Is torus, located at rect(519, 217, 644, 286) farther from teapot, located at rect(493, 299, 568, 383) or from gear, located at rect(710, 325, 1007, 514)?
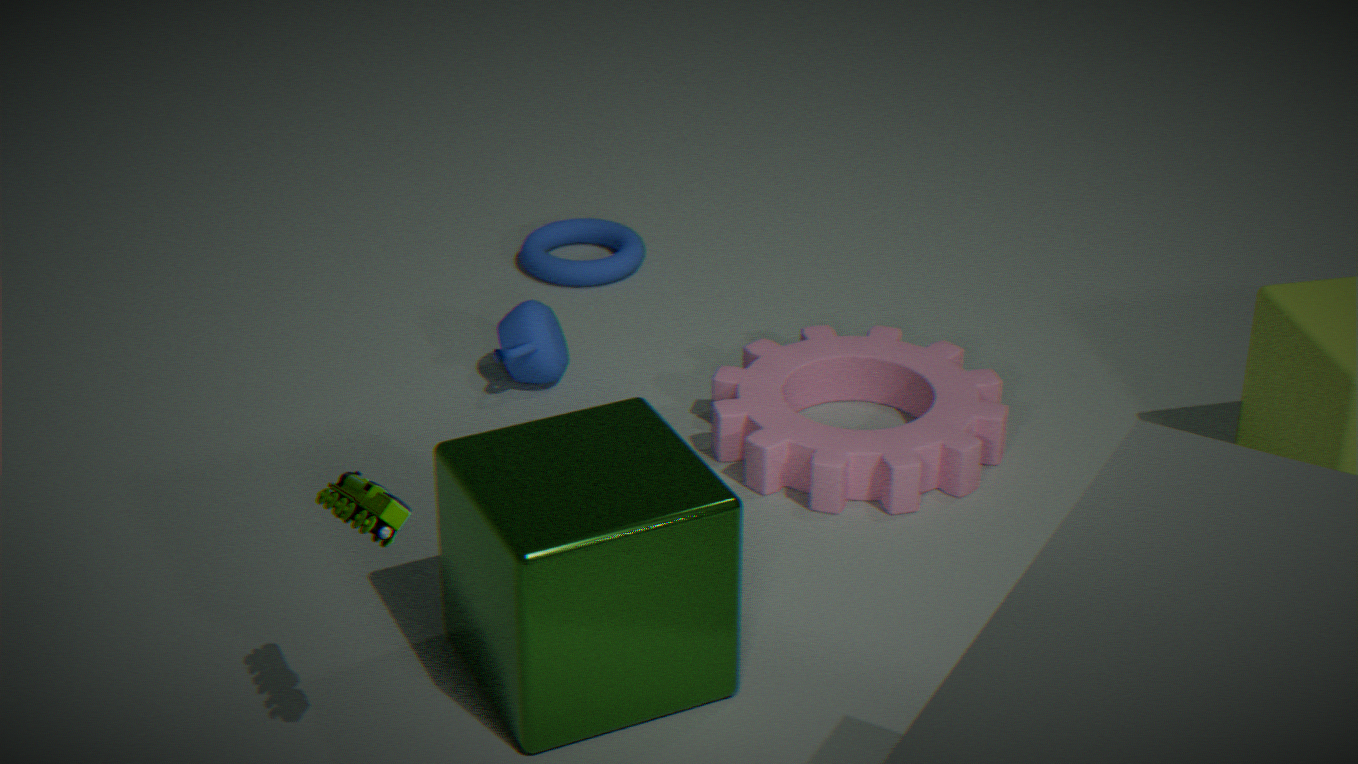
gear, located at rect(710, 325, 1007, 514)
